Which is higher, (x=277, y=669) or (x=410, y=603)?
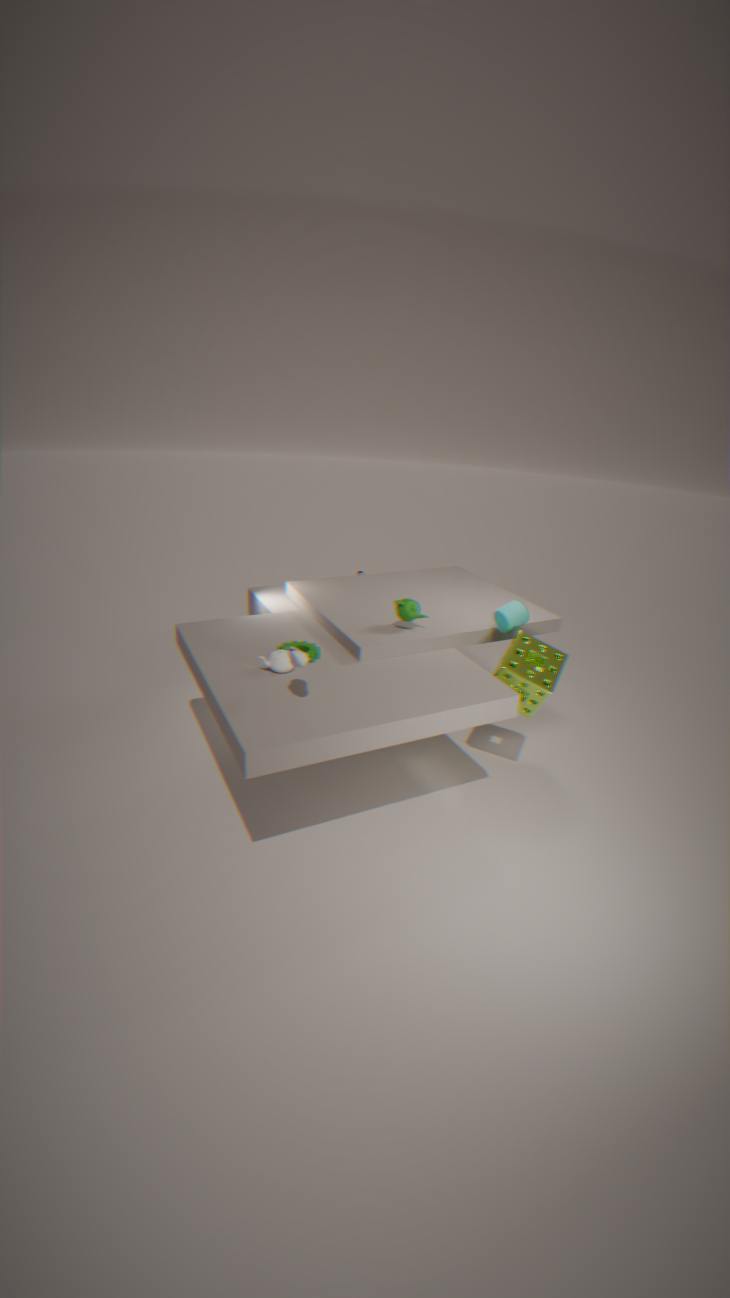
(x=410, y=603)
